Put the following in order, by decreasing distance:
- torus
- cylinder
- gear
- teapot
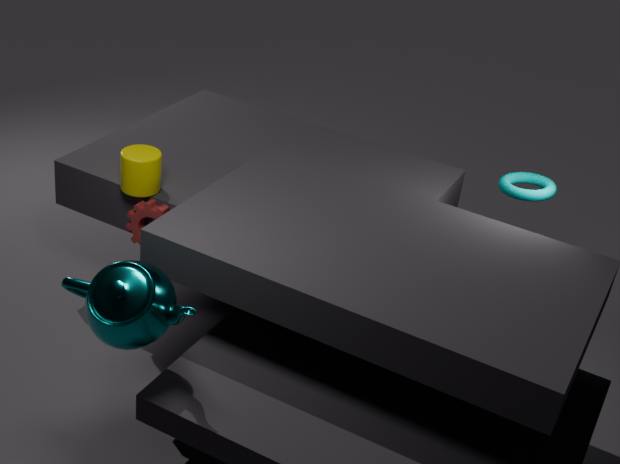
torus → gear → cylinder → teapot
